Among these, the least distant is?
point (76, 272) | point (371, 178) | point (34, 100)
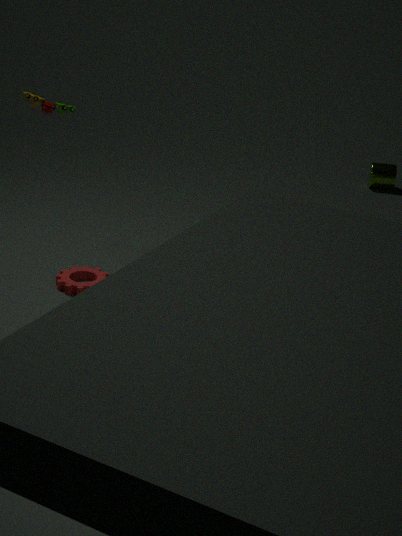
point (34, 100)
